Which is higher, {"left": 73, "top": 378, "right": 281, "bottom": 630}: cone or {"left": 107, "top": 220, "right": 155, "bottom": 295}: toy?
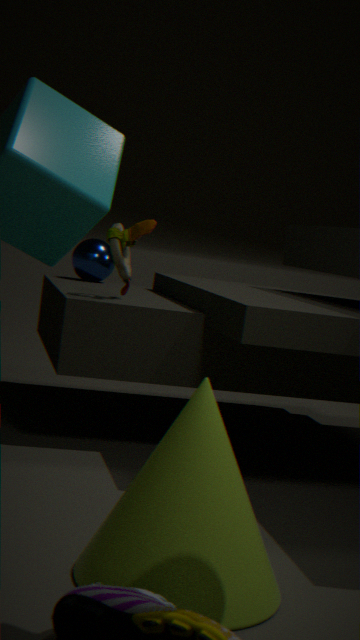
{"left": 107, "top": 220, "right": 155, "bottom": 295}: toy
